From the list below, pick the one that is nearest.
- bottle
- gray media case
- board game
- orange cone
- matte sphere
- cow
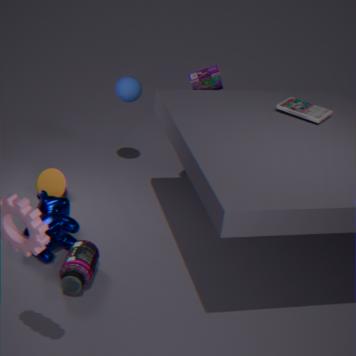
bottle
